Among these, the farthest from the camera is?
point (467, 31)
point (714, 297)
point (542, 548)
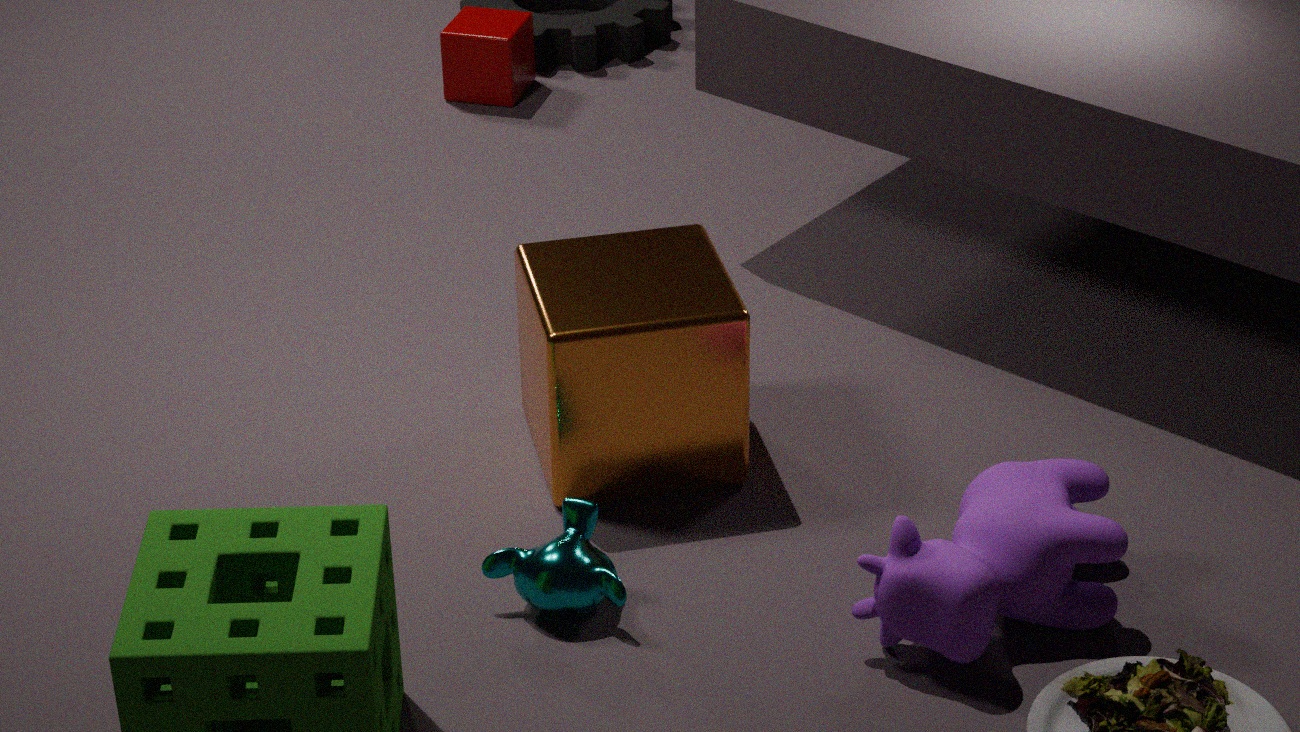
point (467, 31)
